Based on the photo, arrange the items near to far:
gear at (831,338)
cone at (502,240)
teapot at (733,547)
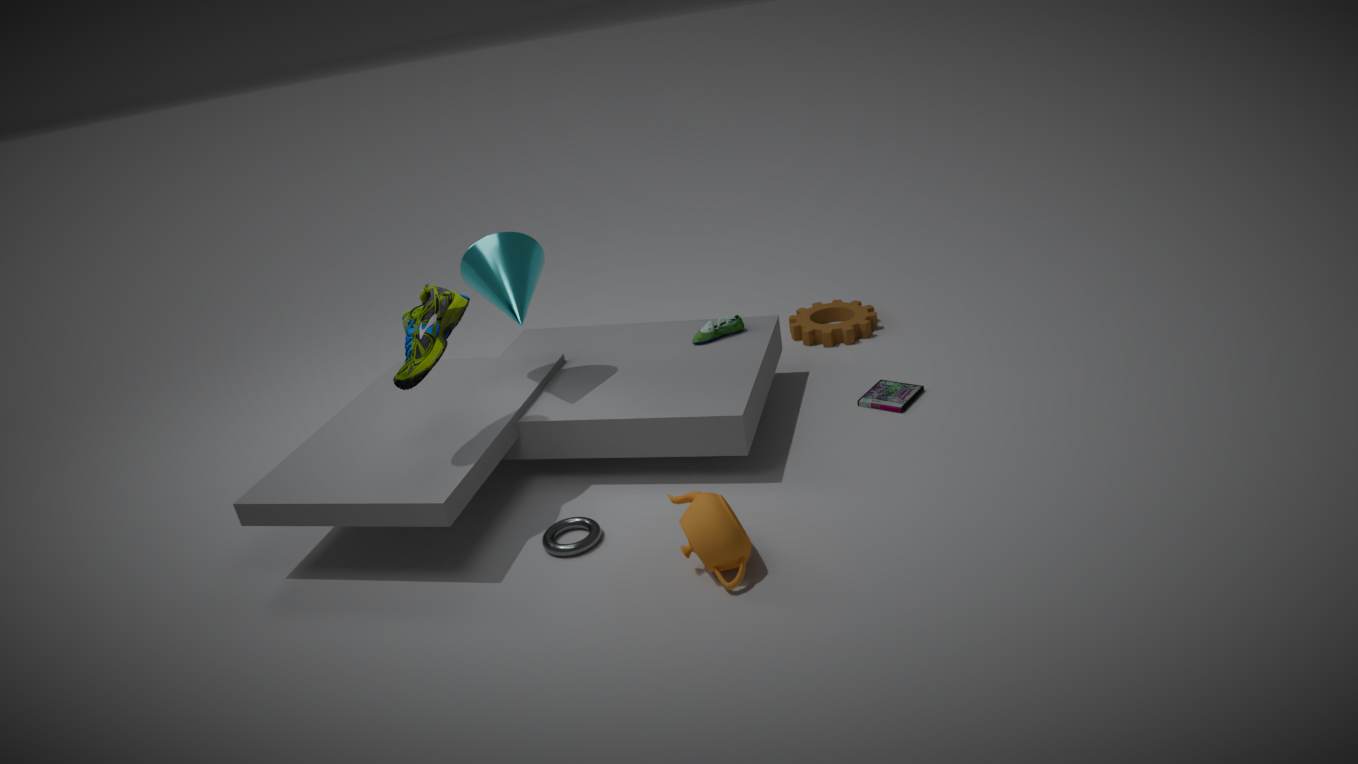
teapot at (733,547) → cone at (502,240) → gear at (831,338)
